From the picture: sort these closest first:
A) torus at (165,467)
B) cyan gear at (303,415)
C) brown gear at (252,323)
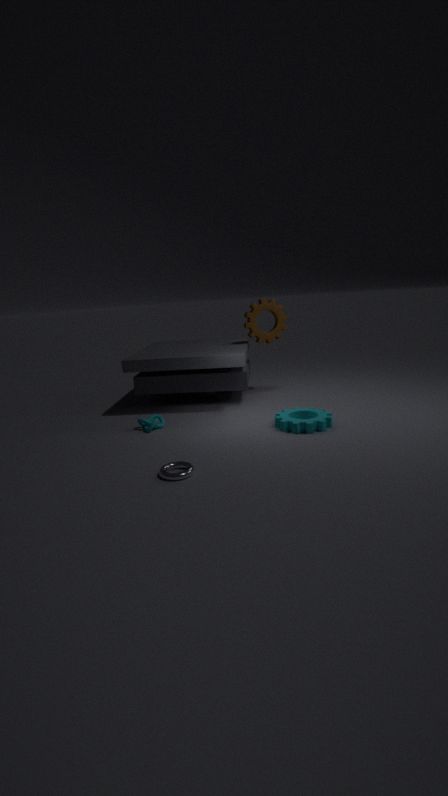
torus at (165,467) < cyan gear at (303,415) < brown gear at (252,323)
